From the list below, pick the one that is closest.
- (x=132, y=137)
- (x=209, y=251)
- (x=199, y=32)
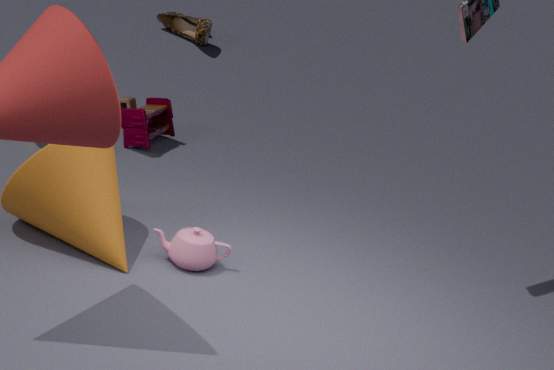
(x=209, y=251)
